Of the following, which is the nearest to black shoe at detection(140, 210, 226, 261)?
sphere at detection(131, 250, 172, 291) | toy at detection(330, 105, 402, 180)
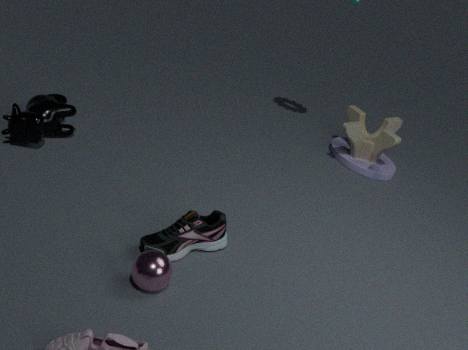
sphere at detection(131, 250, 172, 291)
